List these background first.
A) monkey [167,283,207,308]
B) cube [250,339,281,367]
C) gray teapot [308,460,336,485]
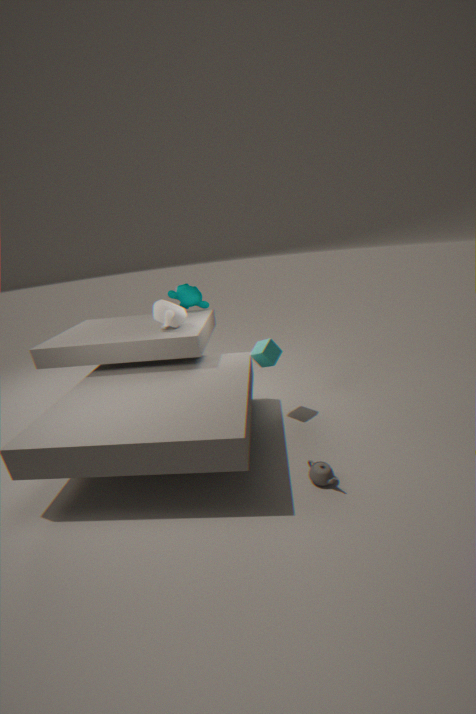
monkey [167,283,207,308]
cube [250,339,281,367]
gray teapot [308,460,336,485]
